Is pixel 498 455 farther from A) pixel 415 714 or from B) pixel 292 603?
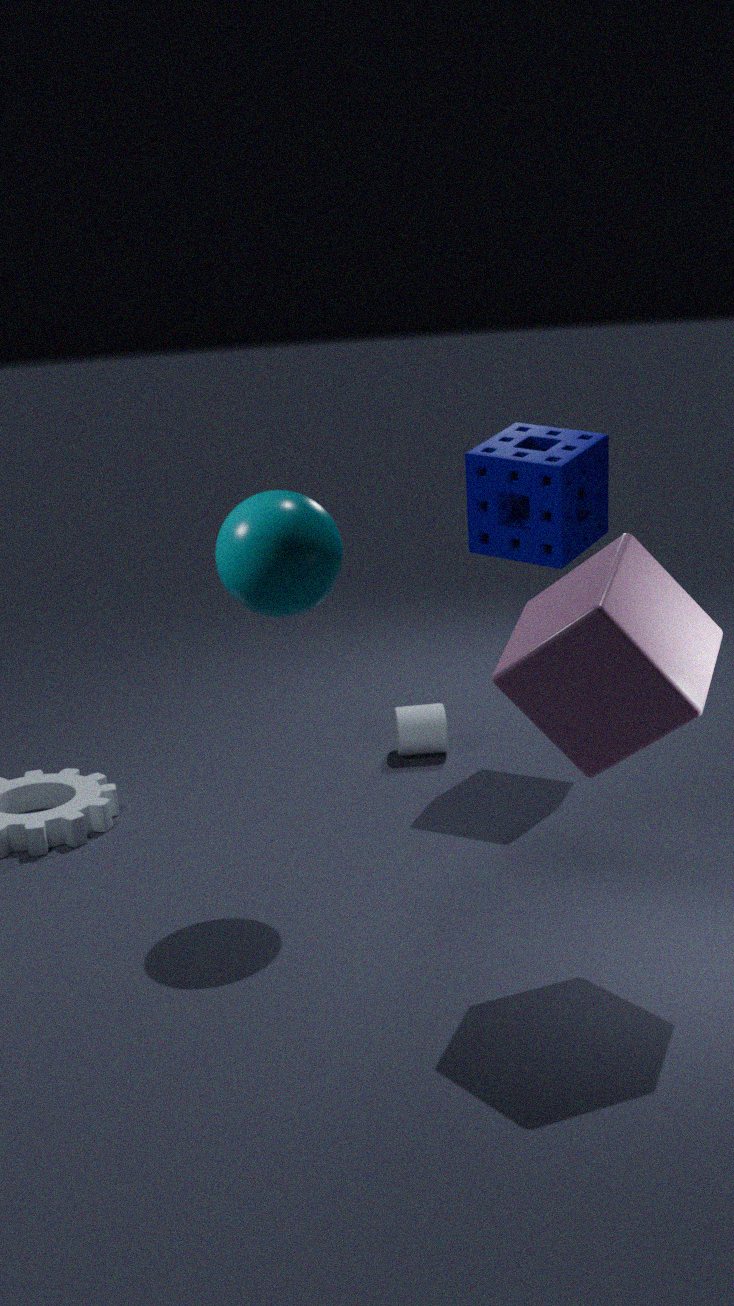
B) pixel 292 603
